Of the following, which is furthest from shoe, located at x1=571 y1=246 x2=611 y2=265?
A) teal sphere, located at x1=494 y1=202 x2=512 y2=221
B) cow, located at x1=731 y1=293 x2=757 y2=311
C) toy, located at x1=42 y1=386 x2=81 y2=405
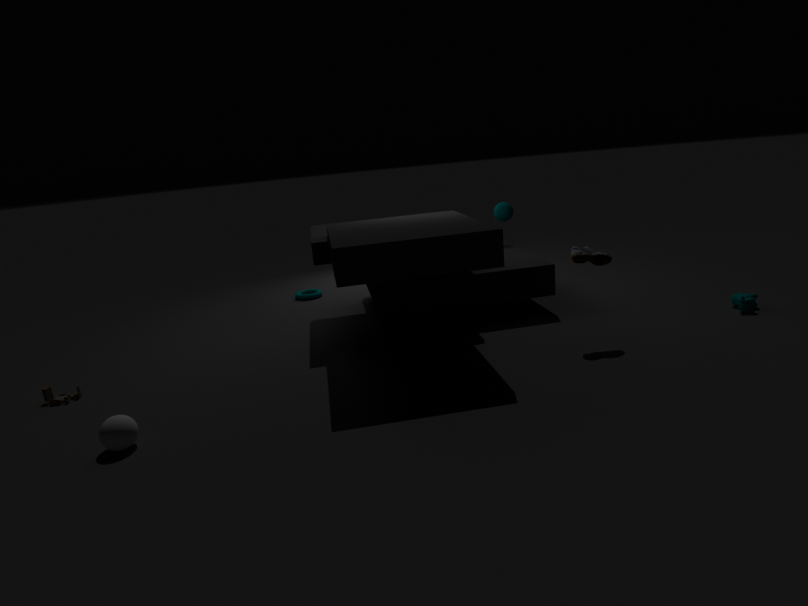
toy, located at x1=42 y1=386 x2=81 y2=405
